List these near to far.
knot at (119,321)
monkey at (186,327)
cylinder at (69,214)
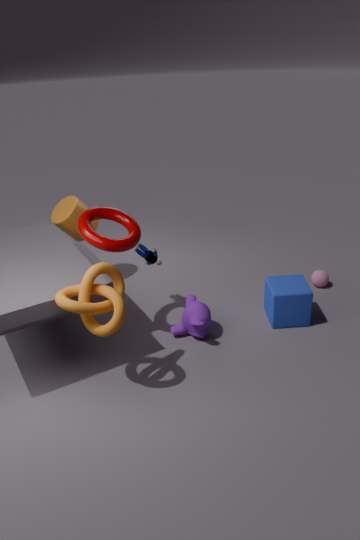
knot at (119,321) → monkey at (186,327) → cylinder at (69,214)
